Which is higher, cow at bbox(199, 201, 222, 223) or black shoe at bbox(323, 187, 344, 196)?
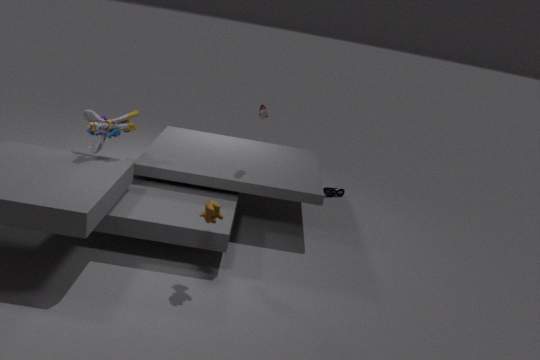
cow at bbox(199, 201, 222, 223)
